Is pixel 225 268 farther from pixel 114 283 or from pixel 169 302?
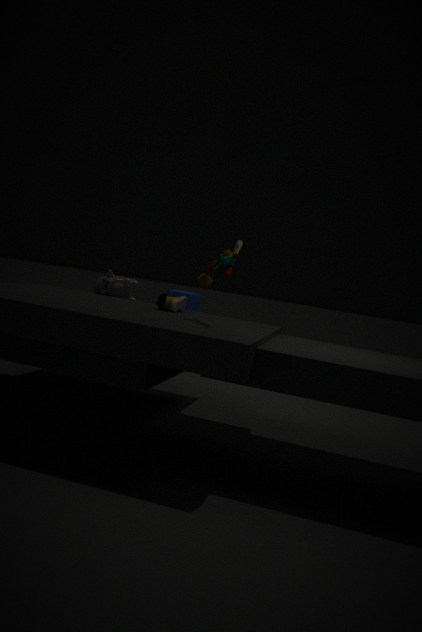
pixel 114 283
